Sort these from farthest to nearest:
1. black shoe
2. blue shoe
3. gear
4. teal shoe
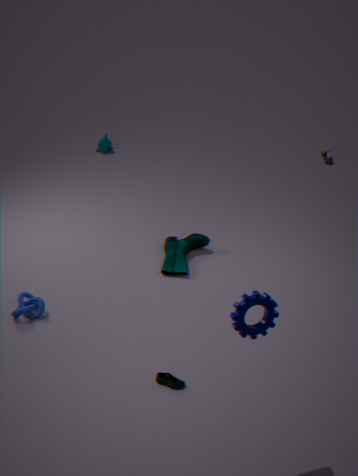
1. black shoe
2. teal shoe
3. blue shoe
4. gear
